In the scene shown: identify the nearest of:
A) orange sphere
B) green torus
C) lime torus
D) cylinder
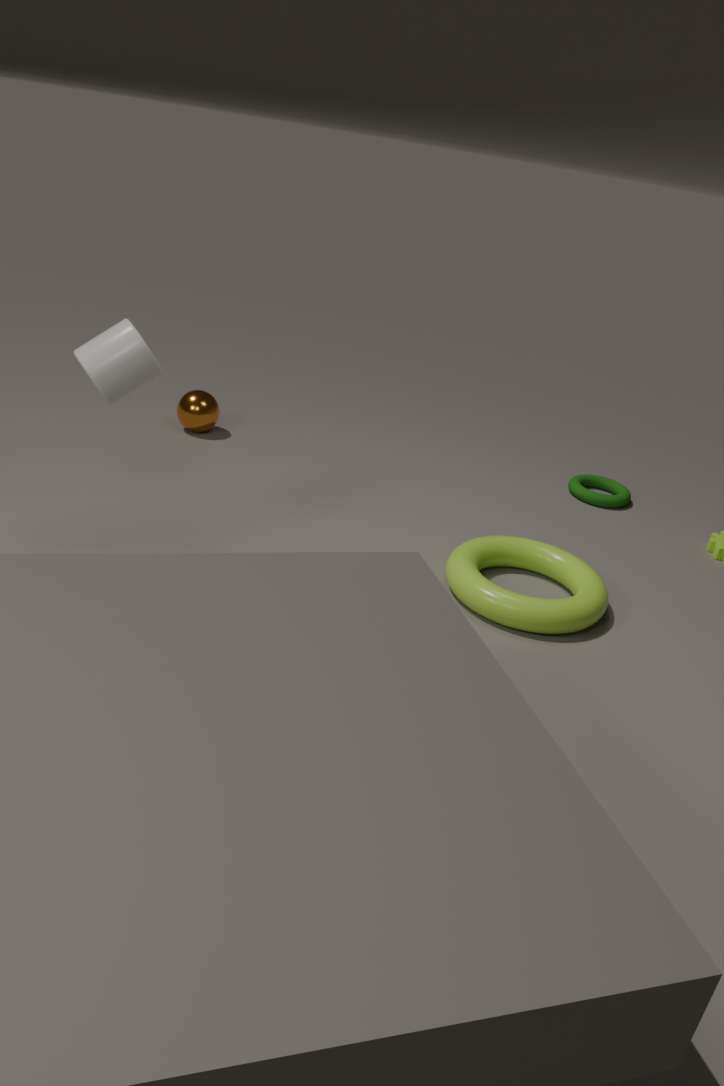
cylinder
